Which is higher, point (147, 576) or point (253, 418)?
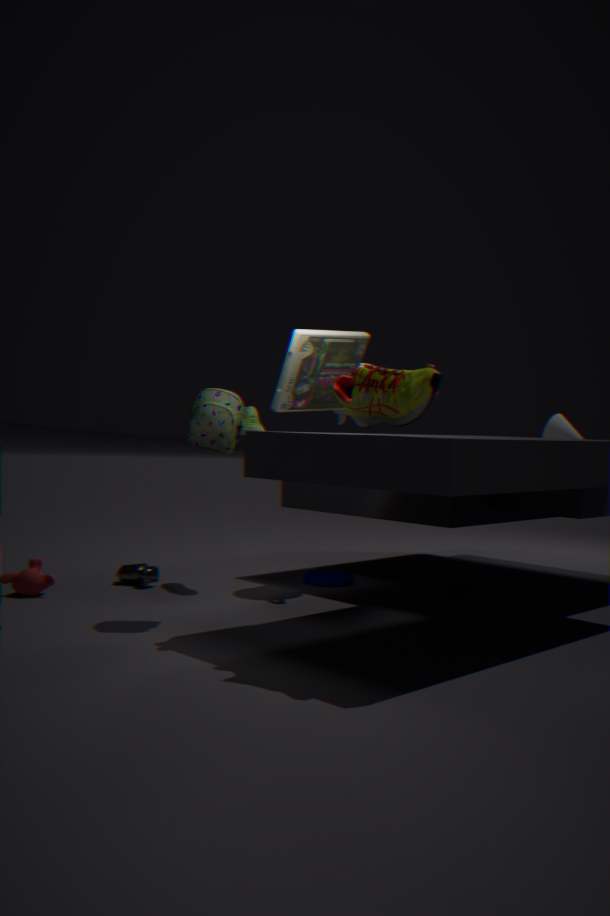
point (253, 418)
